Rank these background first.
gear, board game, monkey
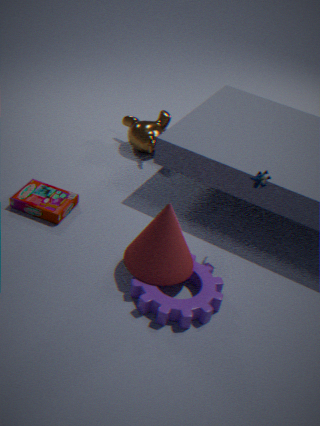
monkey
board game
gear
